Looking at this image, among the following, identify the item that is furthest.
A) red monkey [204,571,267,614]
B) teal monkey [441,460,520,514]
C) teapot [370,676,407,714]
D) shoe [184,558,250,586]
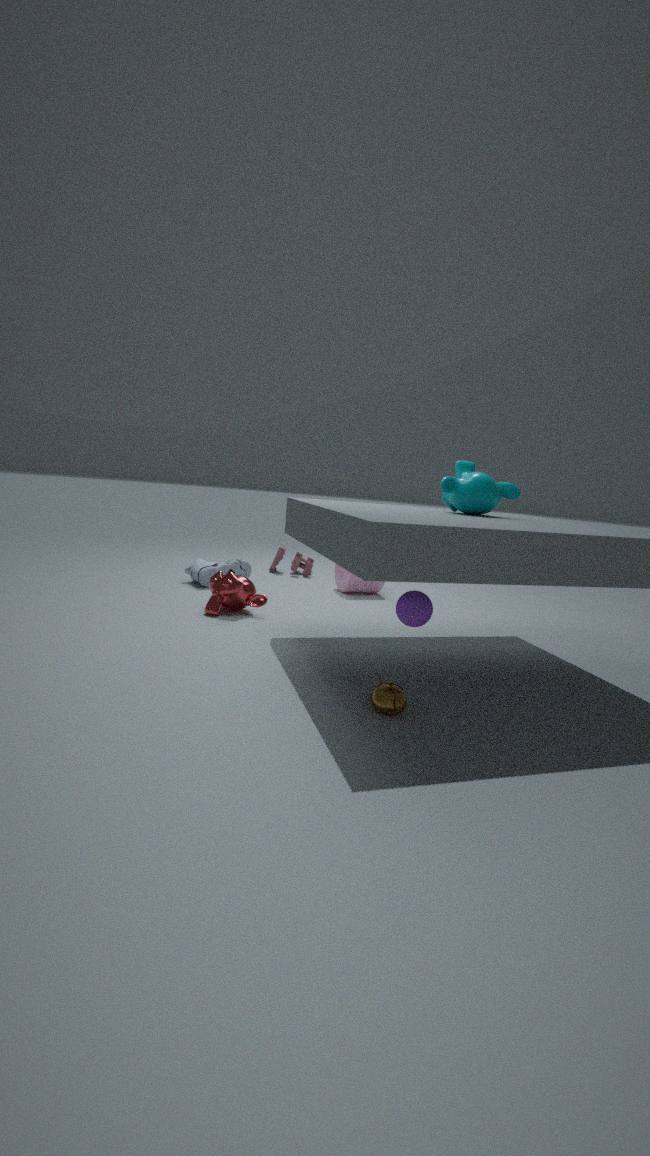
shoe [184,558,250,586]
